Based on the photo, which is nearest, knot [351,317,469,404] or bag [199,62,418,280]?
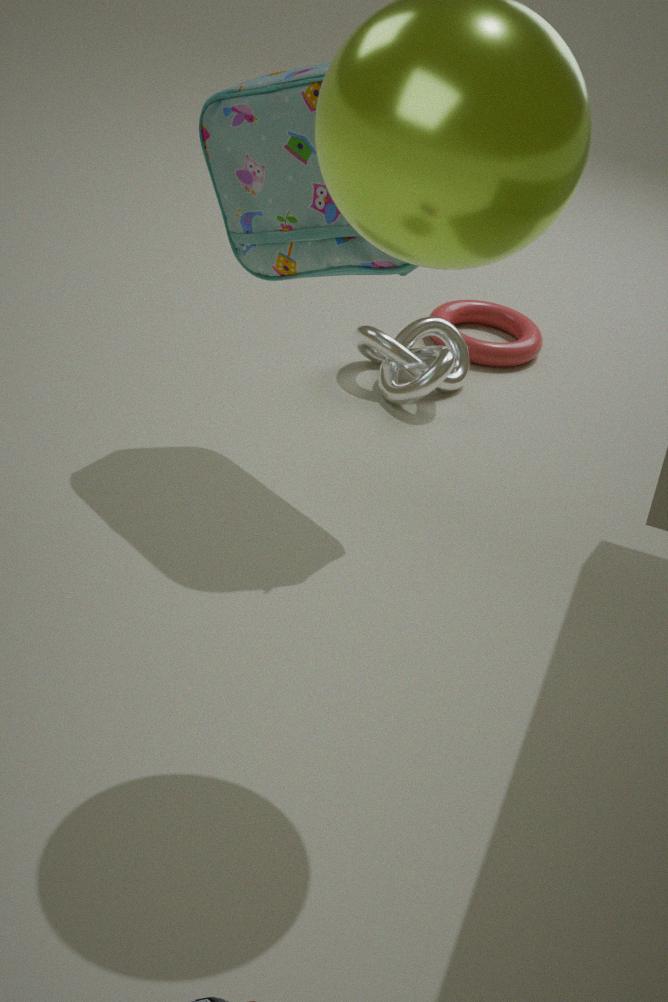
bag [199,62,418,280]
